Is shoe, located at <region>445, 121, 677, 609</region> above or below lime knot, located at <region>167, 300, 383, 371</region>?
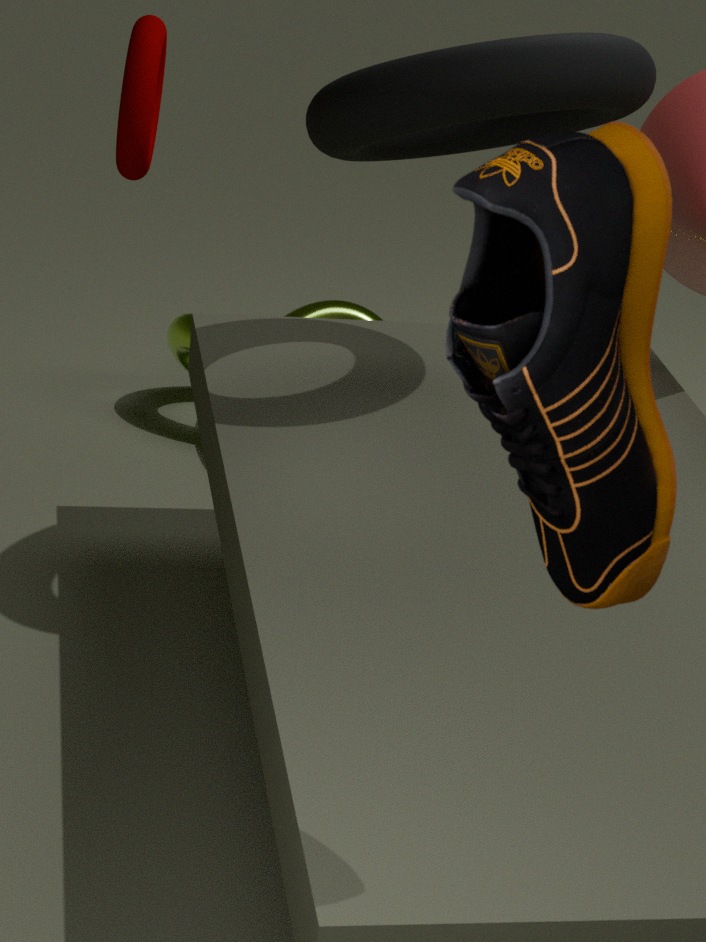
above
